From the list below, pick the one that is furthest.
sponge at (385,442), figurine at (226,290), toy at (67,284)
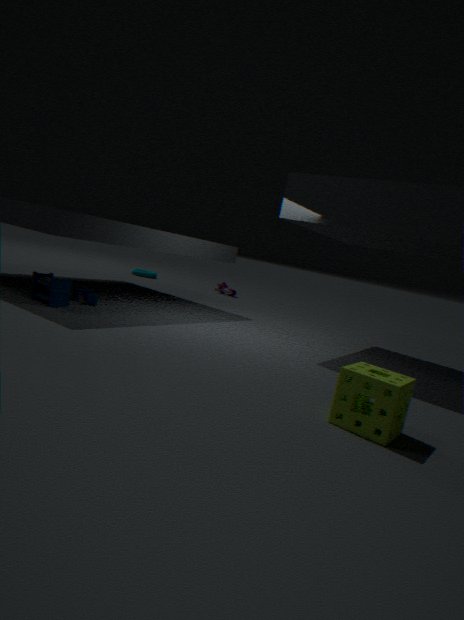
figurine at (226,290)
